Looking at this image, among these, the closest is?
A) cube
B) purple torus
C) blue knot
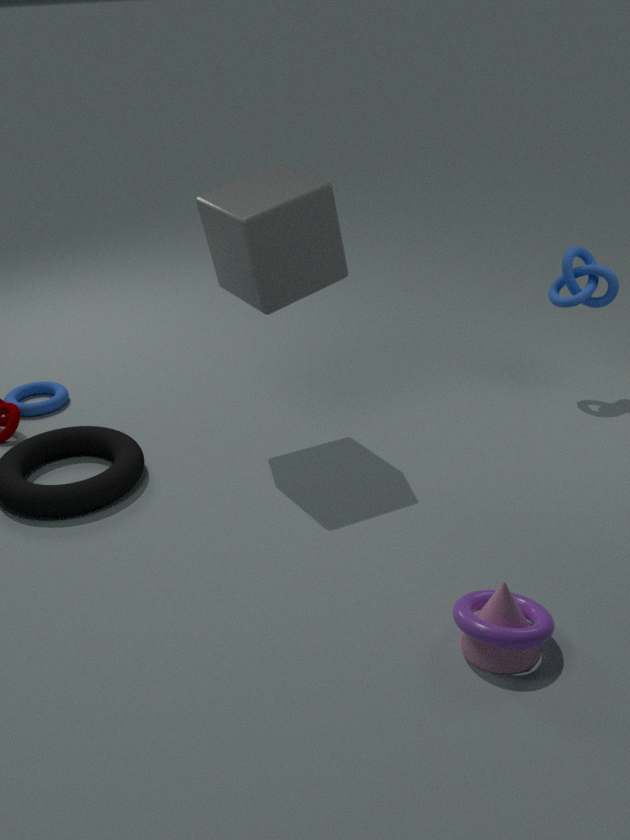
purple torus
